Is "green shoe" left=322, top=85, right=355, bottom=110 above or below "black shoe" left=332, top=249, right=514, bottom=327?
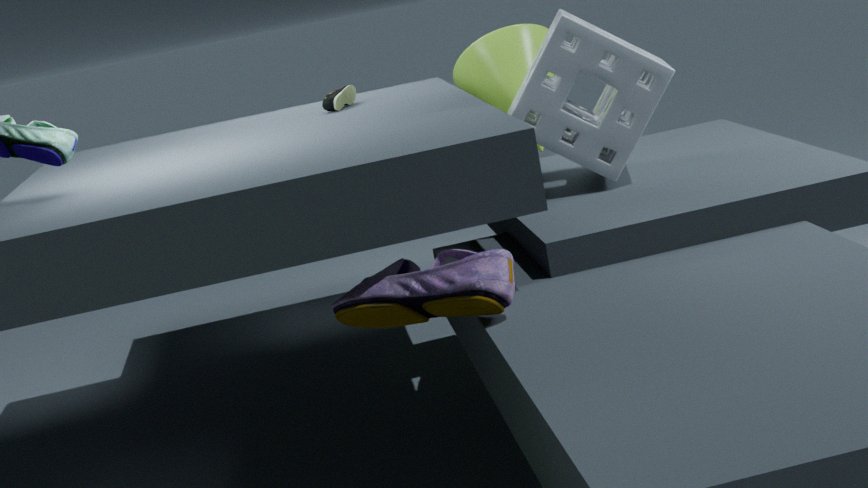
above
